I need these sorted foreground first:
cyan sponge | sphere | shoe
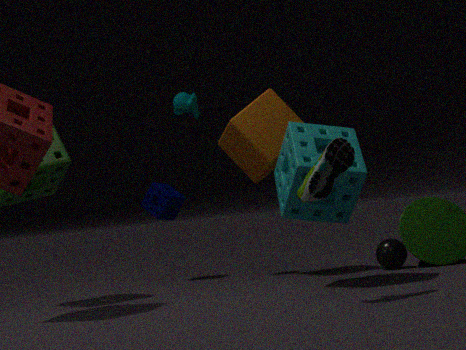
1. shoe
2. cyan sponge
3. sphere
